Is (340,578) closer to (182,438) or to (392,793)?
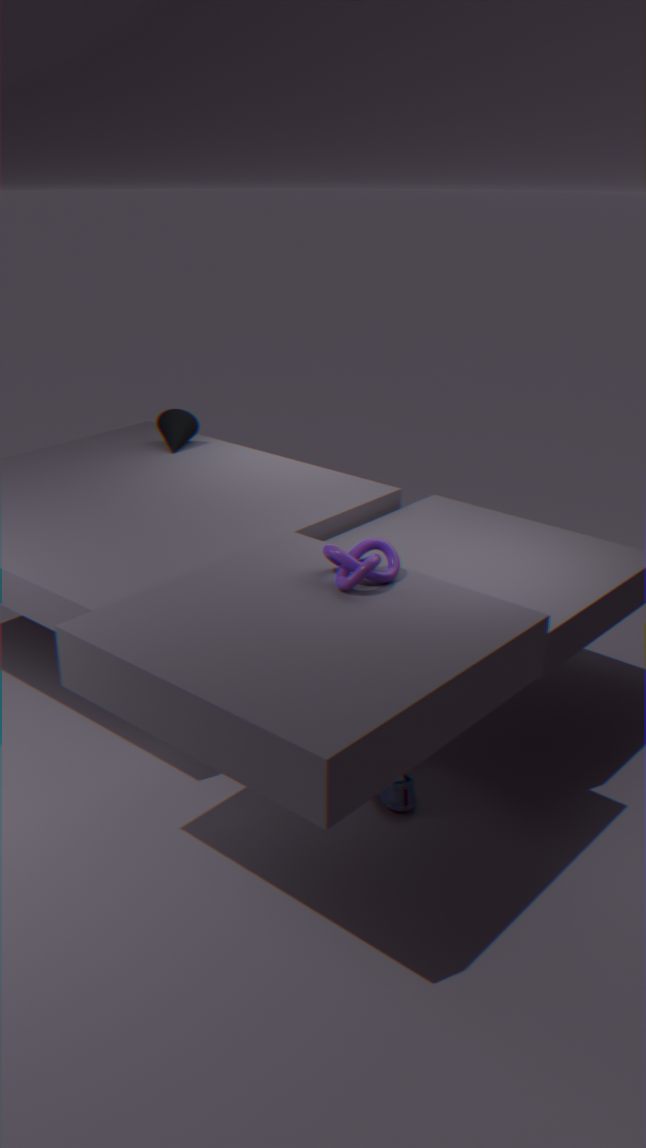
(392,793)
